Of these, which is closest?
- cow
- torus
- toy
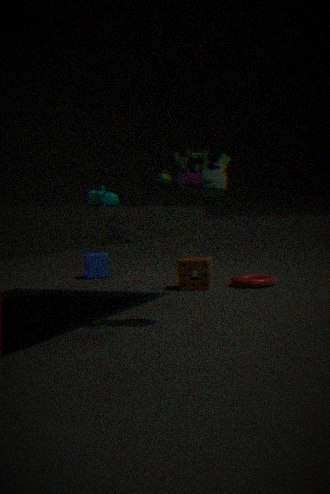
toy
